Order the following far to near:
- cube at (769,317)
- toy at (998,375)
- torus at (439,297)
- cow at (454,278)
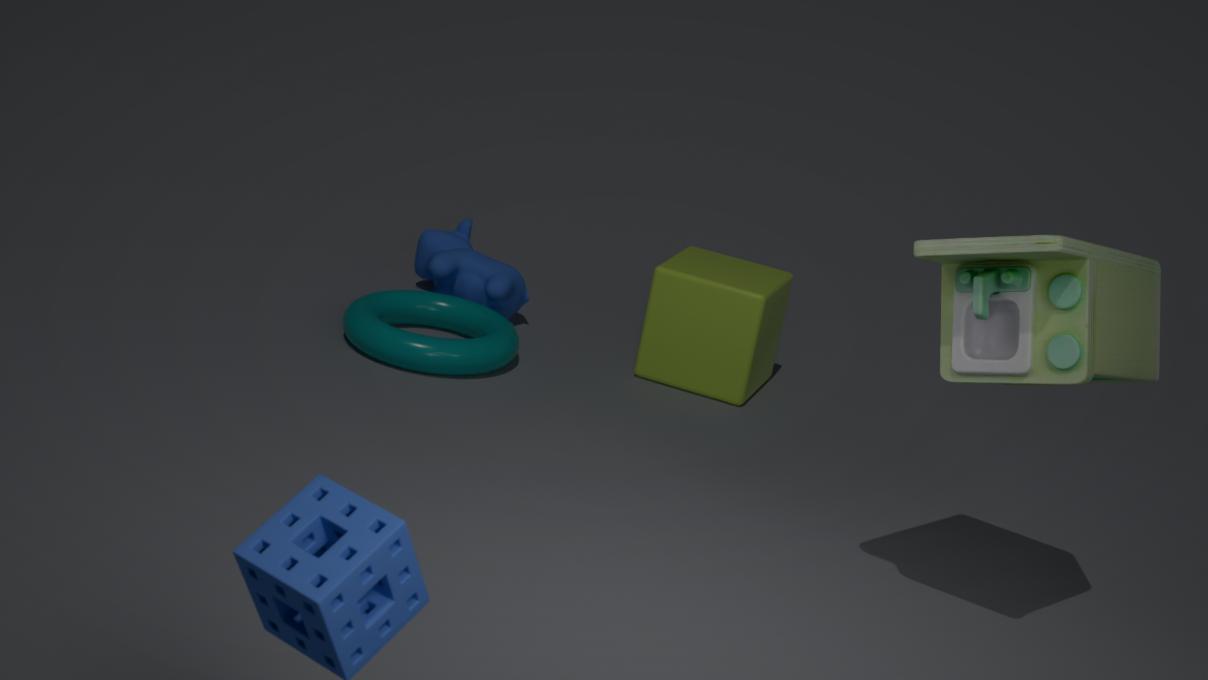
cow at (454,278), cube at (769,317), torus at (439,297), toy at (998,375)
